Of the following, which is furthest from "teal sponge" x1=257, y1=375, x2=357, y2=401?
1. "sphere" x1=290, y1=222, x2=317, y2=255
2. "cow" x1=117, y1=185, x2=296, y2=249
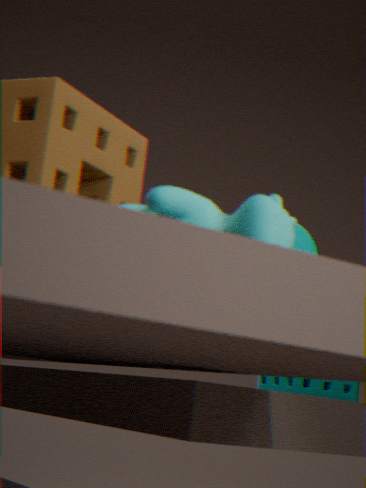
"cow" x1=117, y1=185, x2=296, y2=249
